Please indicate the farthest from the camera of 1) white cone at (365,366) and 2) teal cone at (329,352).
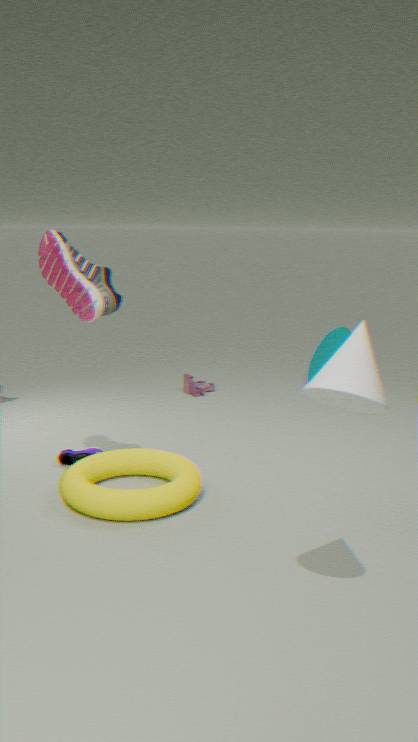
2. teal cone at (329,352)
